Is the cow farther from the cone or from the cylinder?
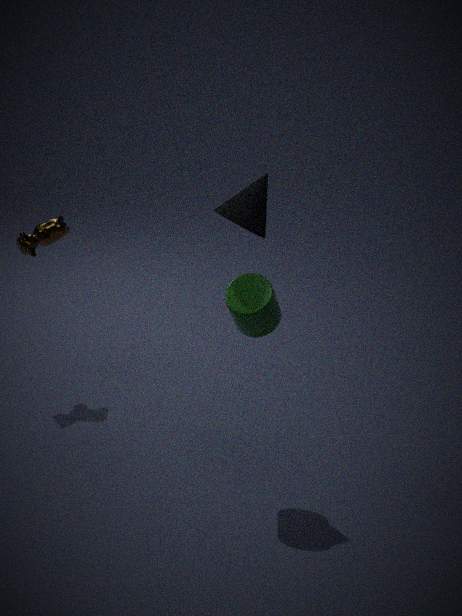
the cylinder
